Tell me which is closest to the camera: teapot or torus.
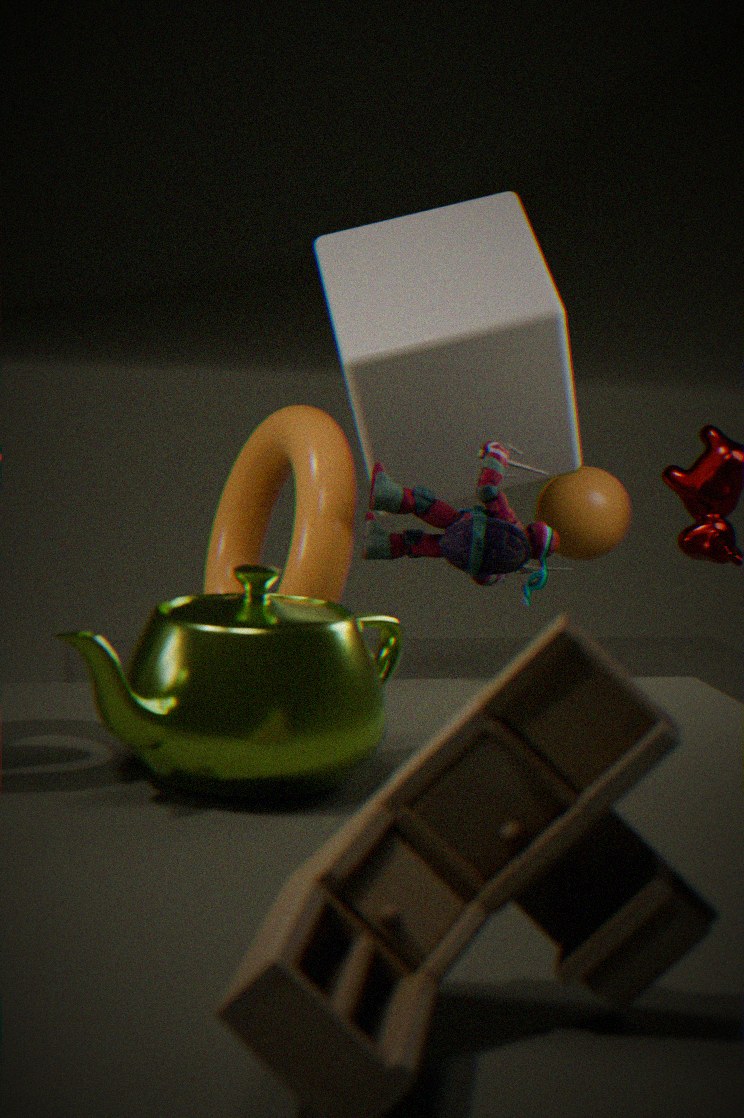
teapot
